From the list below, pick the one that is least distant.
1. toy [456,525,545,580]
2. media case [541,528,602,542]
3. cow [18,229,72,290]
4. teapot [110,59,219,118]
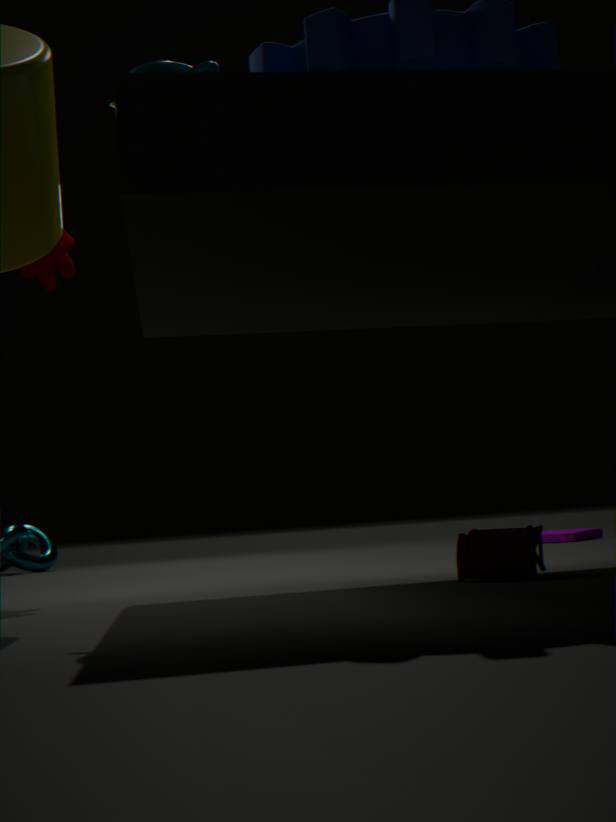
teapot [110,59,219,118]
